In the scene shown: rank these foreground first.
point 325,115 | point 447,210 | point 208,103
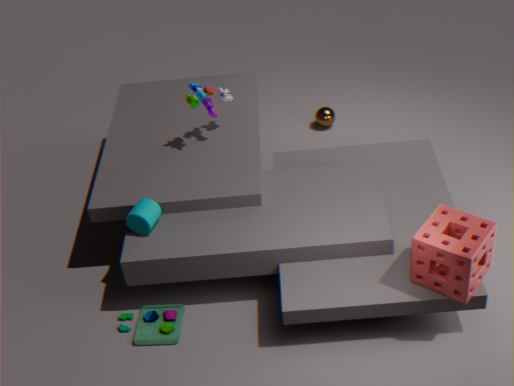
point 447,210, point 208,103, point 325,115
